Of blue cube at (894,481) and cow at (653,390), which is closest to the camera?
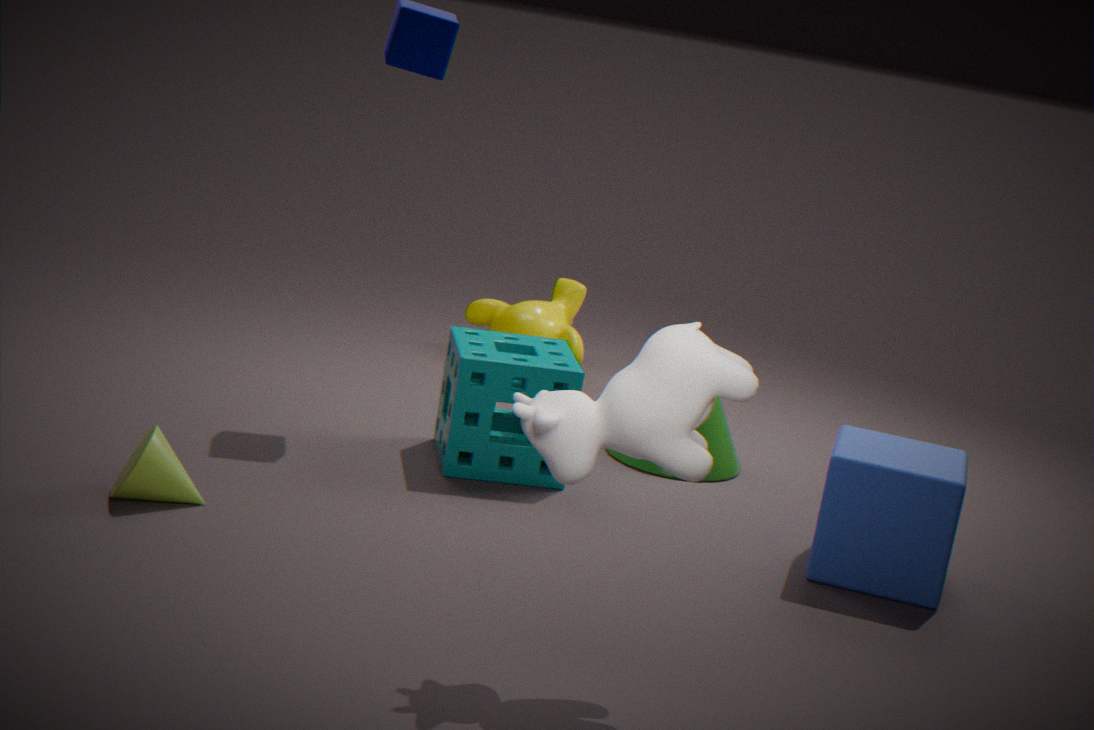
cow at (653,390)
